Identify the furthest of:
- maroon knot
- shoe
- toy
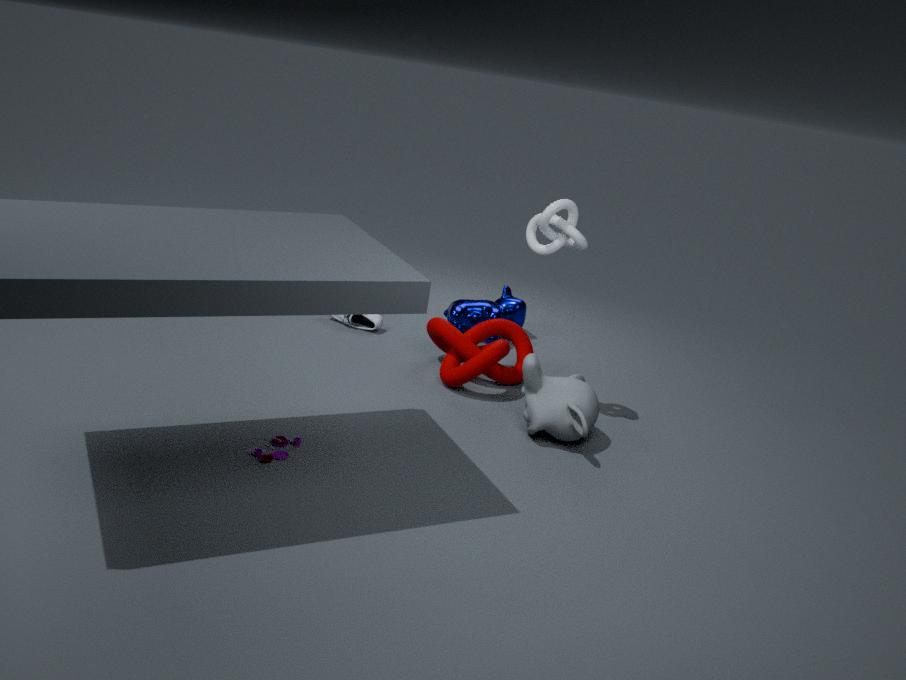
shoe
